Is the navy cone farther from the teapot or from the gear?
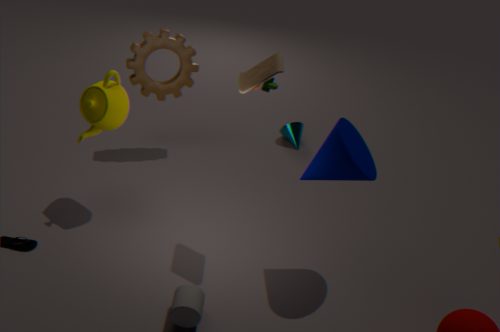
the gear
